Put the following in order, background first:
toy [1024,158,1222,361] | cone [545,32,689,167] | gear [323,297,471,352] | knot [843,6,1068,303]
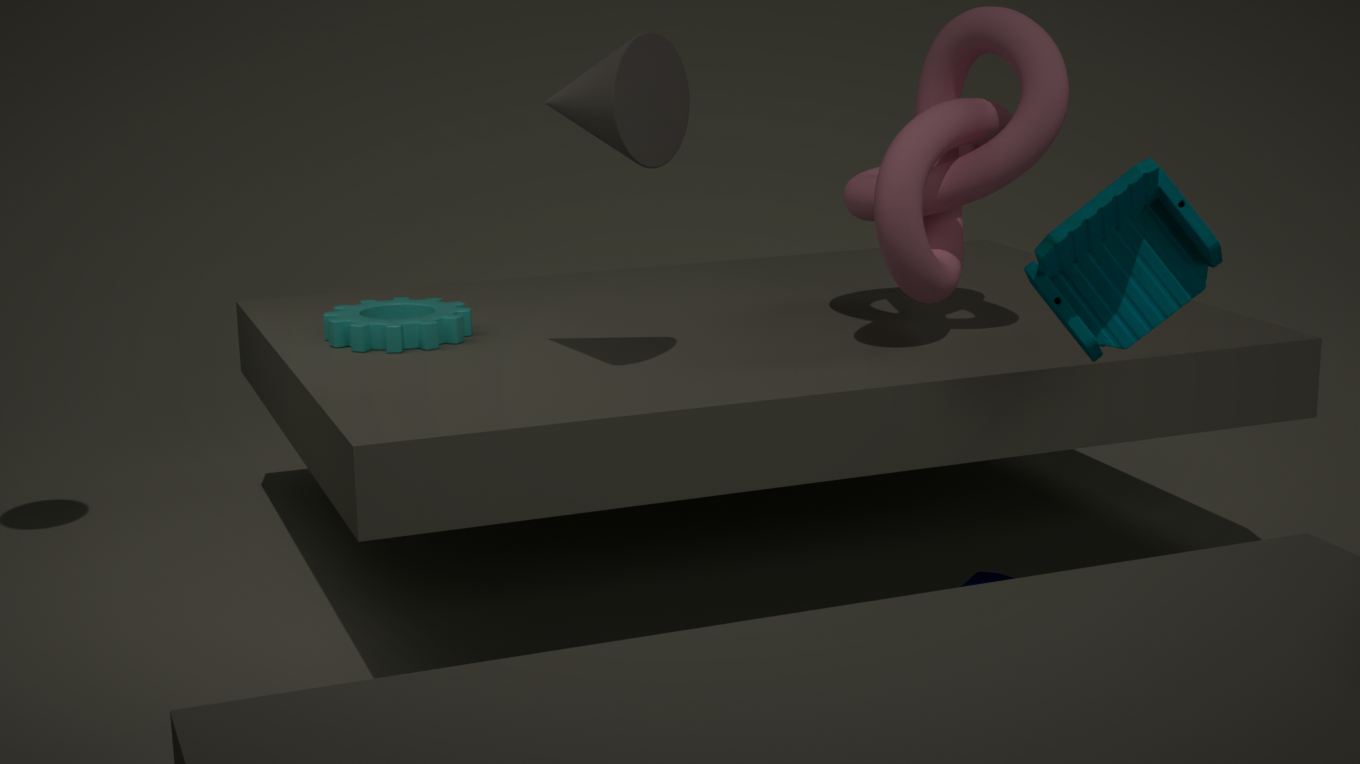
gear [323,297,471,352]
knot [843,6,1068,303]
cone [545,32,689,167]
toy [1024,158,1222,361]
